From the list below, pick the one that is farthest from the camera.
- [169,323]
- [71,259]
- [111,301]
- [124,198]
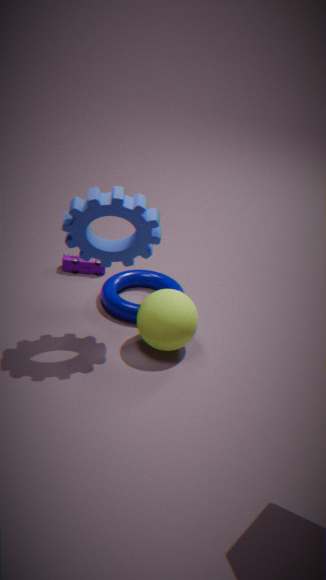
[71,259]
